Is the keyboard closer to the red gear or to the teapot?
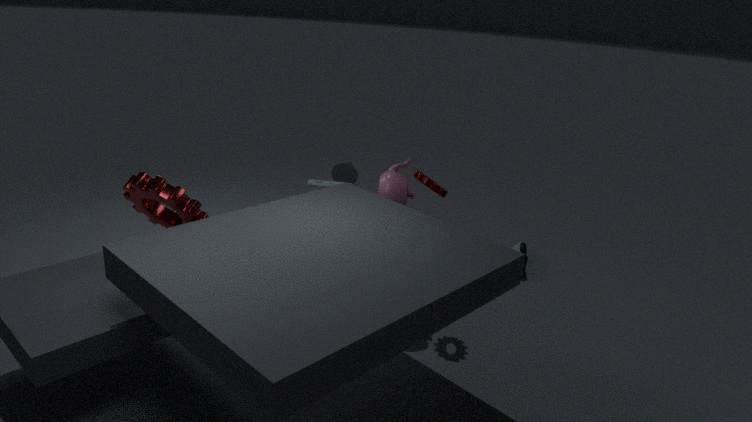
the teapot
